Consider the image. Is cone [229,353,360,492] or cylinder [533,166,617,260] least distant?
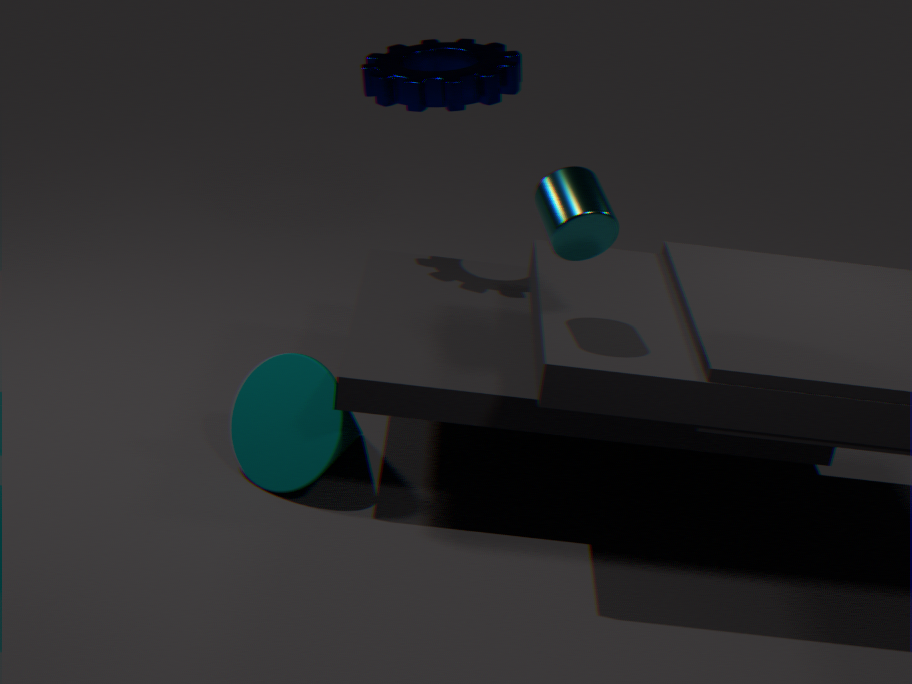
cylinder [533,166,617,260]
